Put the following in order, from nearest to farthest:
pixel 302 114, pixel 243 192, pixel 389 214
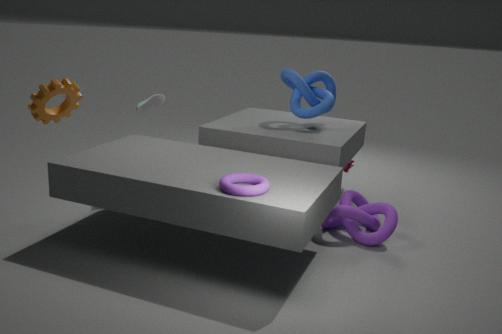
1. pixel 243 192
2. pixel 389 214
3. pixel 302 114
